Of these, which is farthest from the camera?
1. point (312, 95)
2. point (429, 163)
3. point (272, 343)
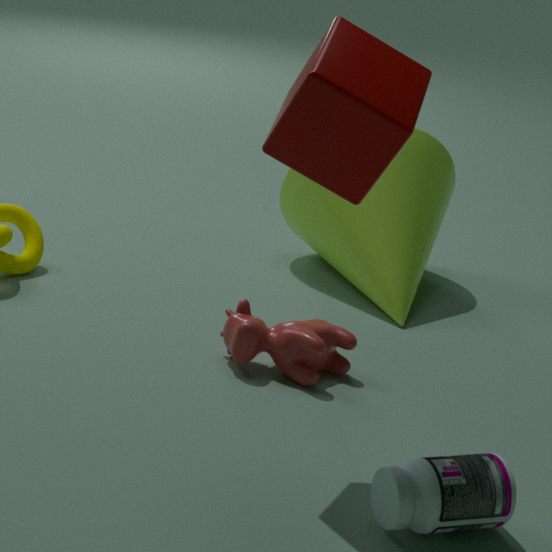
point (429, 163)
